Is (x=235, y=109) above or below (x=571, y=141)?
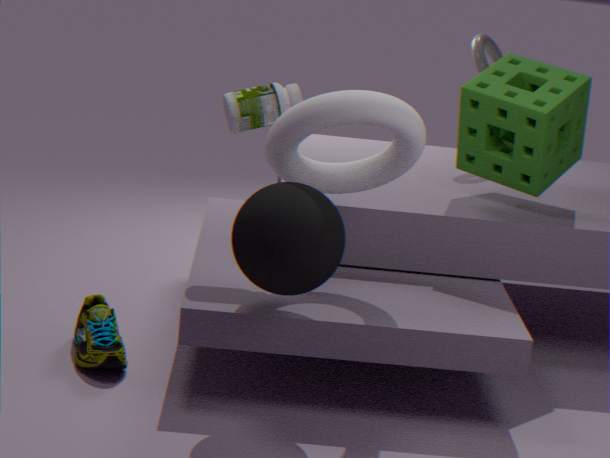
above
